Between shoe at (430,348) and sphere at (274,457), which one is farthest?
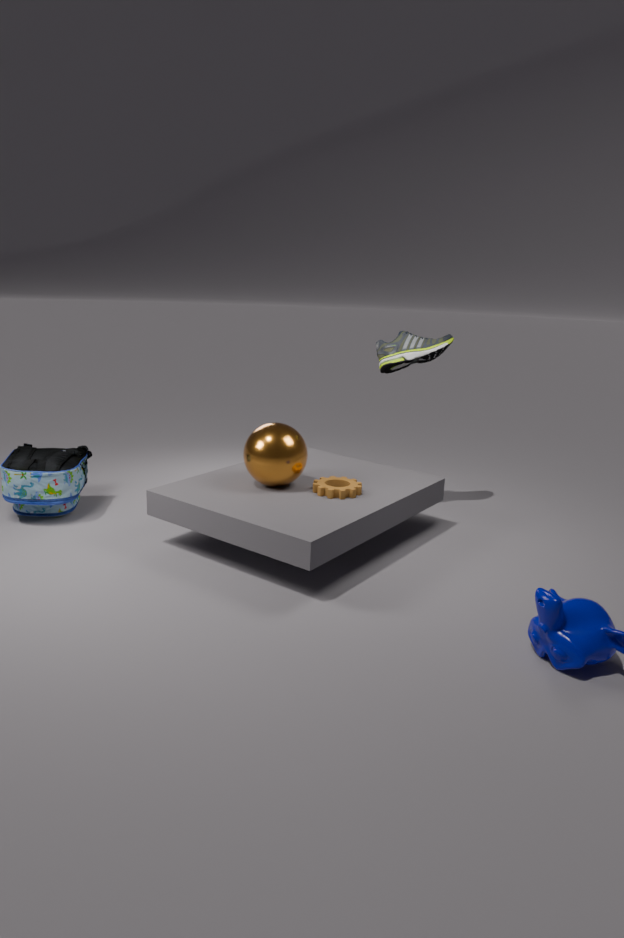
shoe at (430,348)
